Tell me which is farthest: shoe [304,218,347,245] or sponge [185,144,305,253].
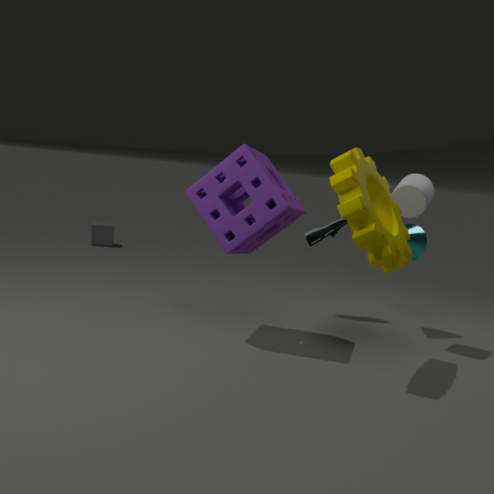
shoe [304,218,347,245]
